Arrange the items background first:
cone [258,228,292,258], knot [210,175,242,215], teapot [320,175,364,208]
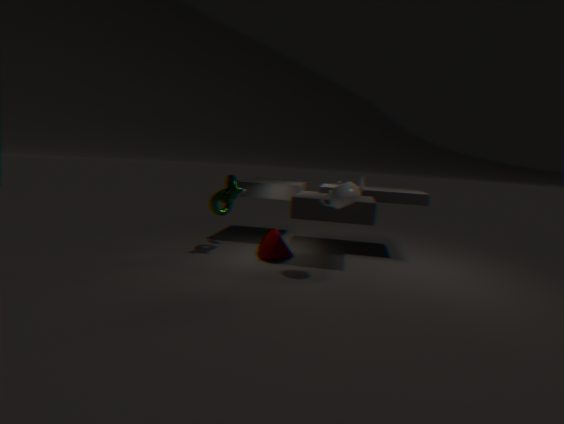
cone [258,228,292,258] < knot [210,175,242,215] < teapot [320,175,364,208]
